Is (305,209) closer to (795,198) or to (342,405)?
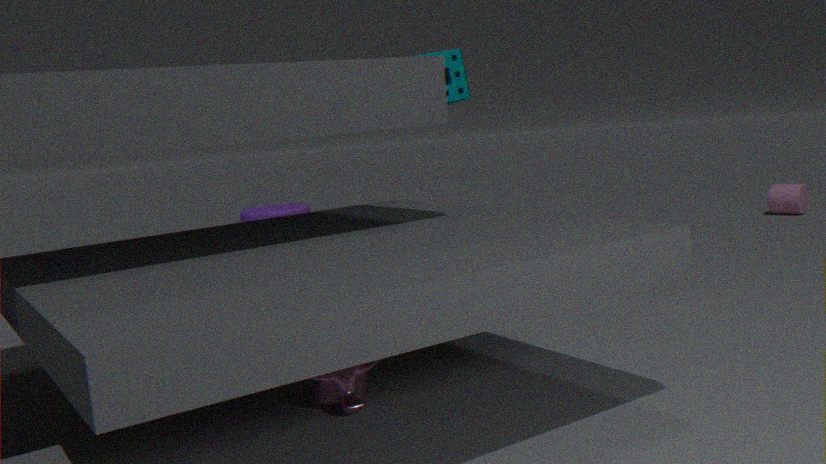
(342,405)
